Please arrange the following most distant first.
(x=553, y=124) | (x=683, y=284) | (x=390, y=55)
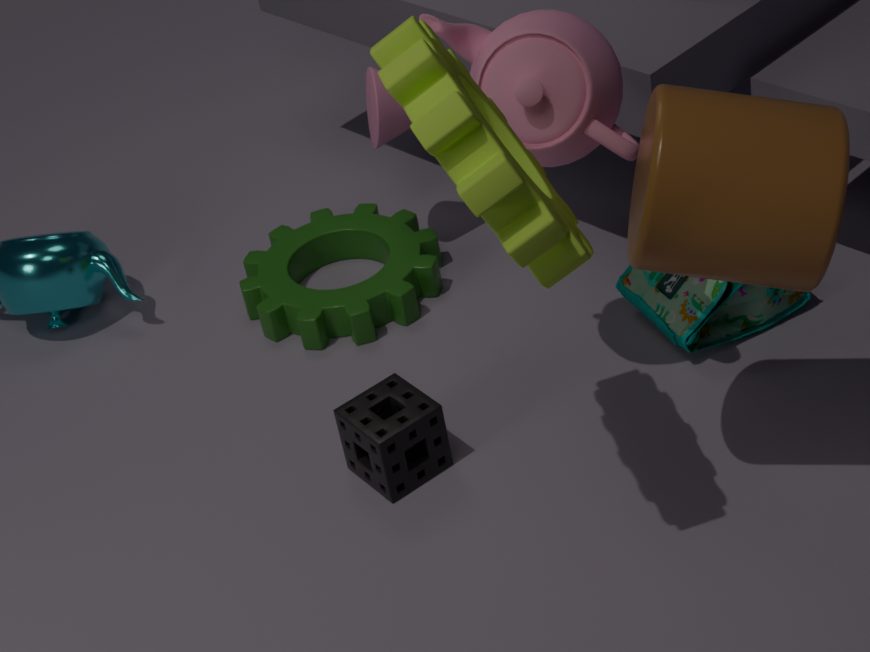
1. (x=683, y=284)
2. (x=553, y=124)
3. (x=390, y=55)
